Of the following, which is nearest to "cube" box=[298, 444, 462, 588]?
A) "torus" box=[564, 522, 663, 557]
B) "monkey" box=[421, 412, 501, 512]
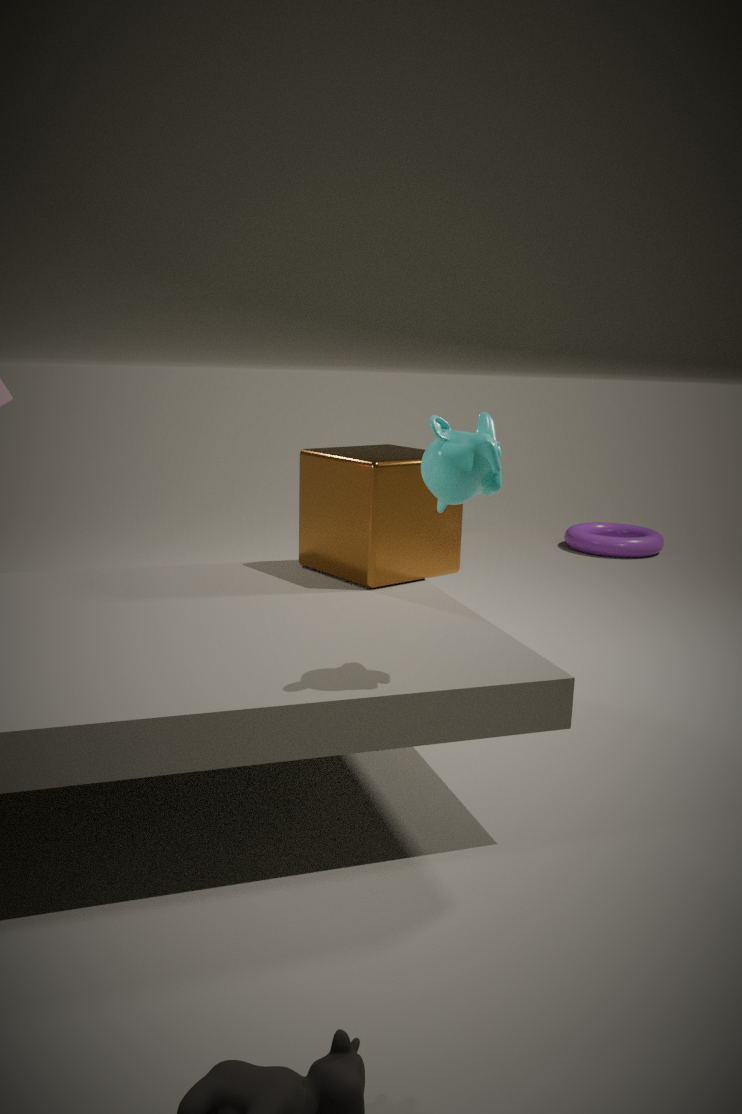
"monkey" box=[421, 412, 501, 512]
